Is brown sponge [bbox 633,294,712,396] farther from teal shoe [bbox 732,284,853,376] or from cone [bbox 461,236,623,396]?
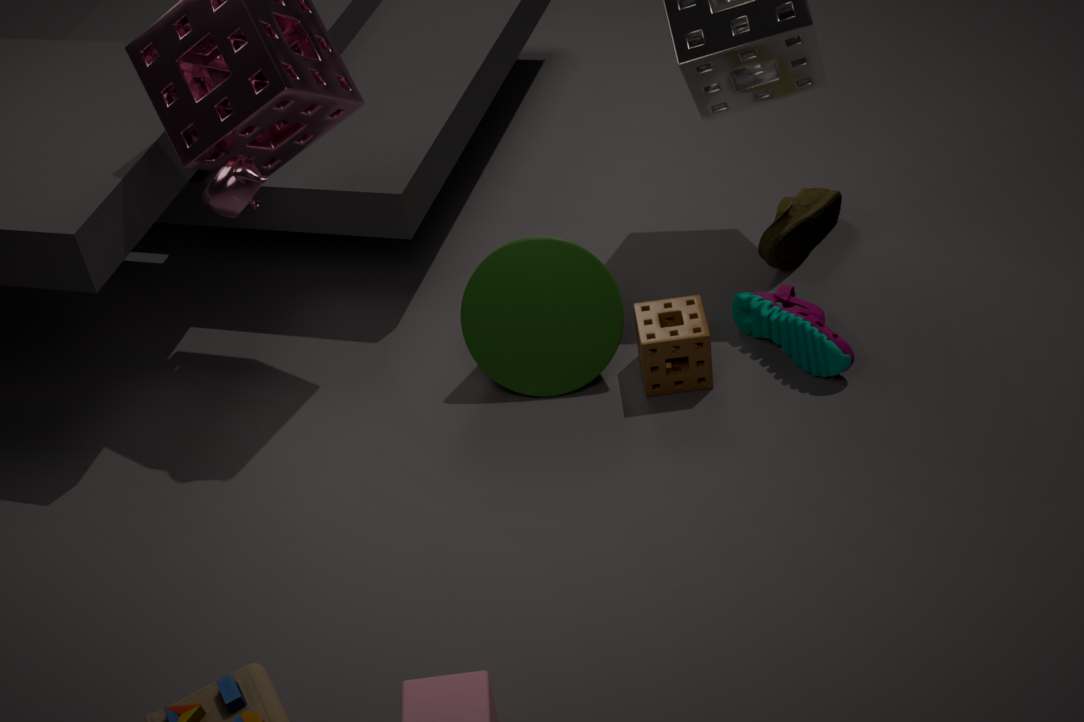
teal shoe [bbox 732,284,853,376]
